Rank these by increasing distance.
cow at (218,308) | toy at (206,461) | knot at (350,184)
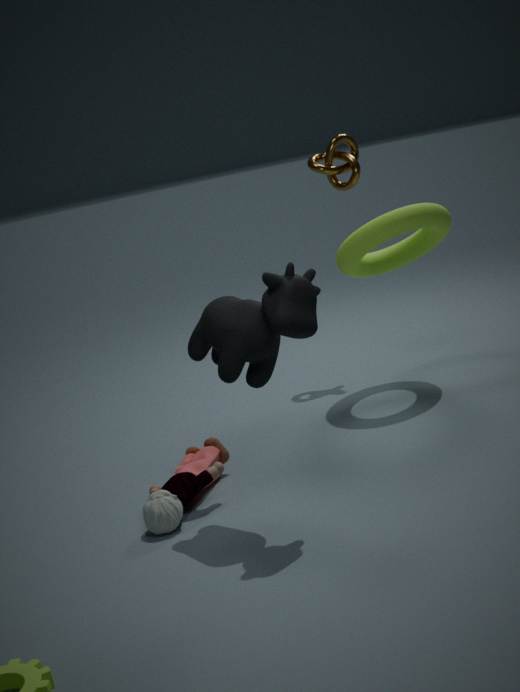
cow at (218,308) < toy at (206,461) < knot at (350,184)
